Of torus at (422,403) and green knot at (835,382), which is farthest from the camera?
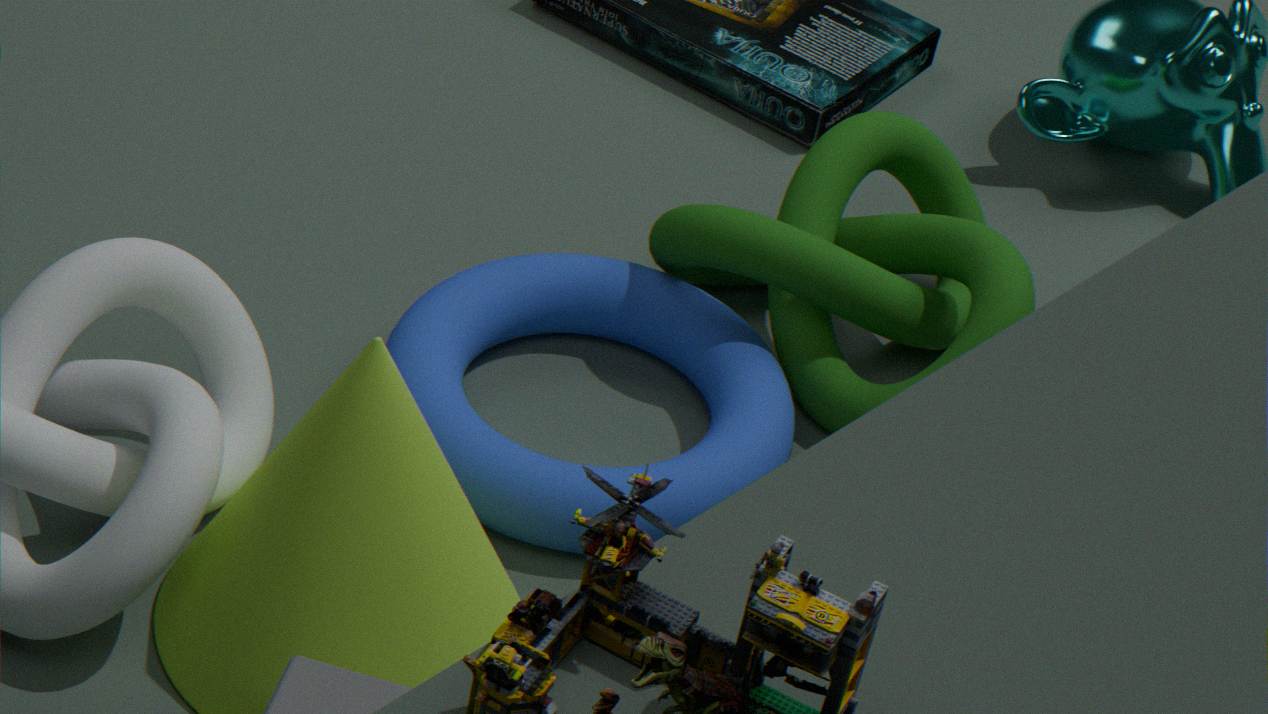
green knot at (835,382)
